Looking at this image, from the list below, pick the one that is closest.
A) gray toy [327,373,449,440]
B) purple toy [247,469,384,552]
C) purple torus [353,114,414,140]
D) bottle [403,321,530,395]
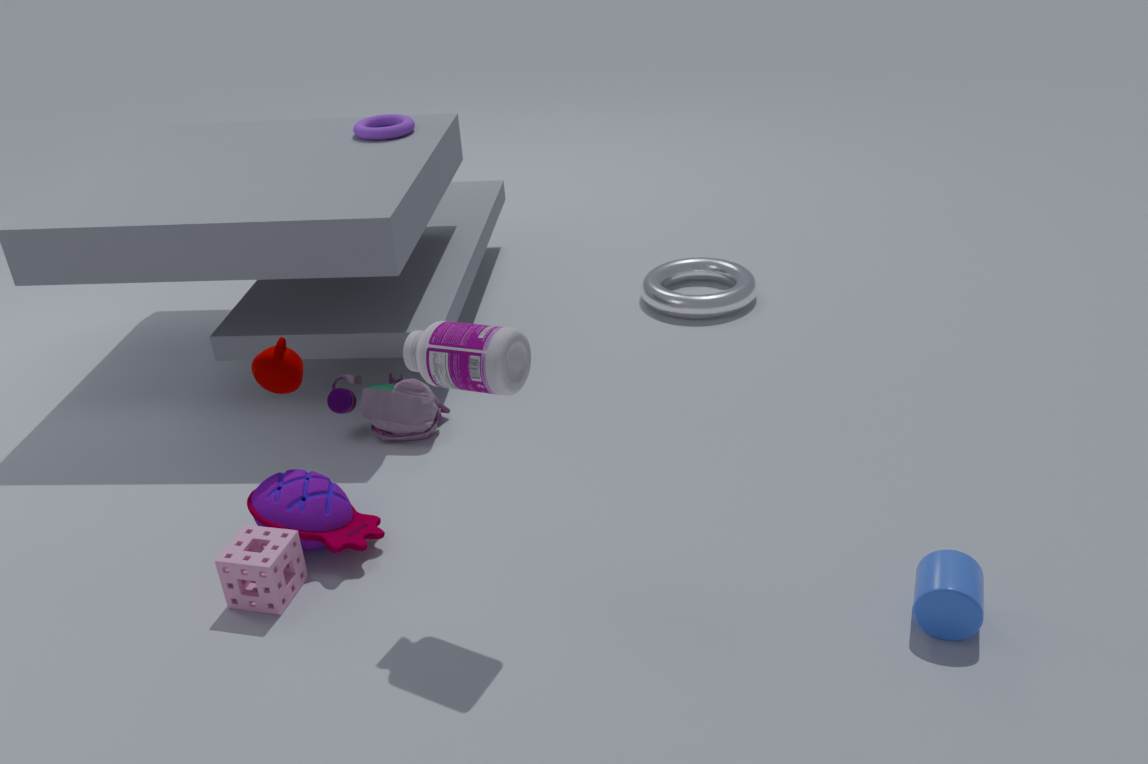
bottle [403,321,530,395]
